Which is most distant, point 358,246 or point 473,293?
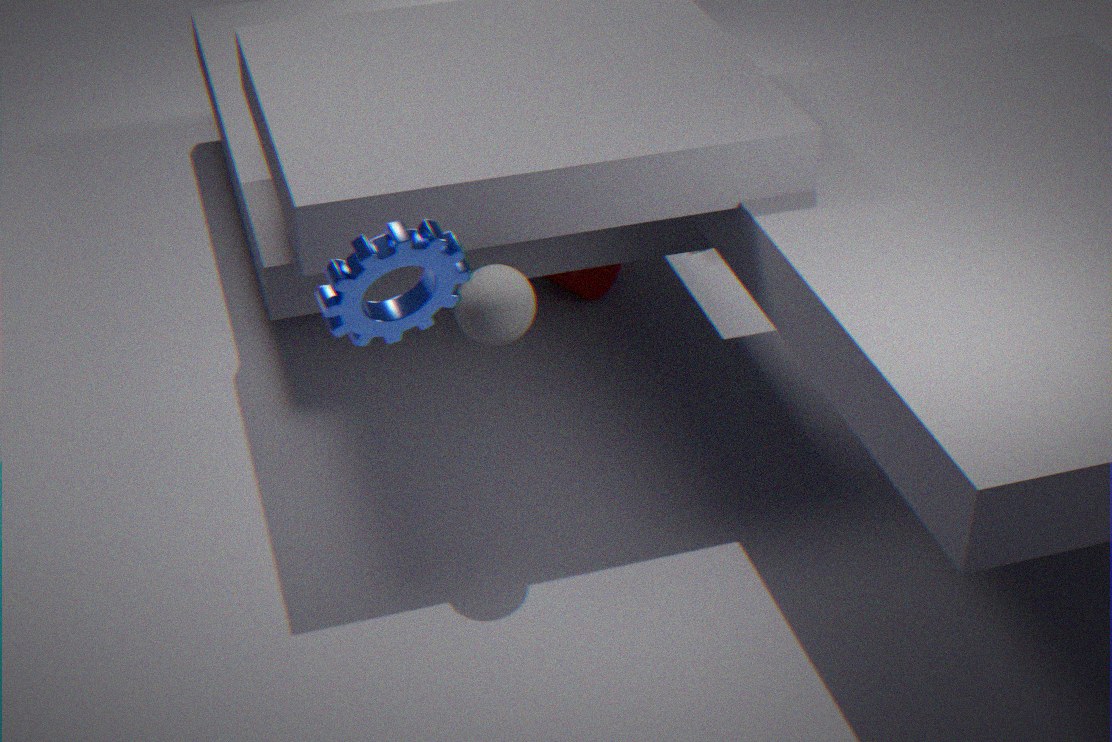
point 473,293
